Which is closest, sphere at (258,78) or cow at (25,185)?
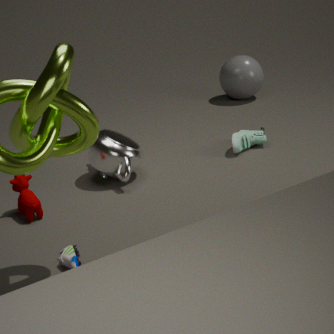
cow at (25,185)
